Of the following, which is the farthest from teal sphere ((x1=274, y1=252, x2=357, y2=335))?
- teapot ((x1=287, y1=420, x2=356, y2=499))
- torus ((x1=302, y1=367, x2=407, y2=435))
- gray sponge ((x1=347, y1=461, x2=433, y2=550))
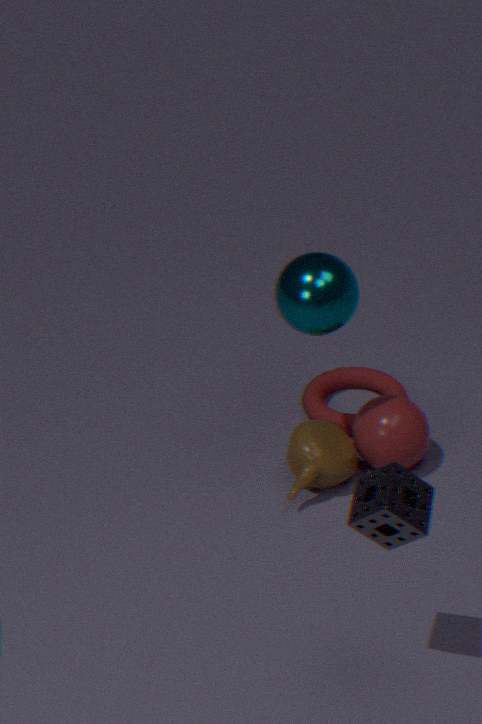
gray sponge ((x1=347, y1=461, x2=433, y2=550))
